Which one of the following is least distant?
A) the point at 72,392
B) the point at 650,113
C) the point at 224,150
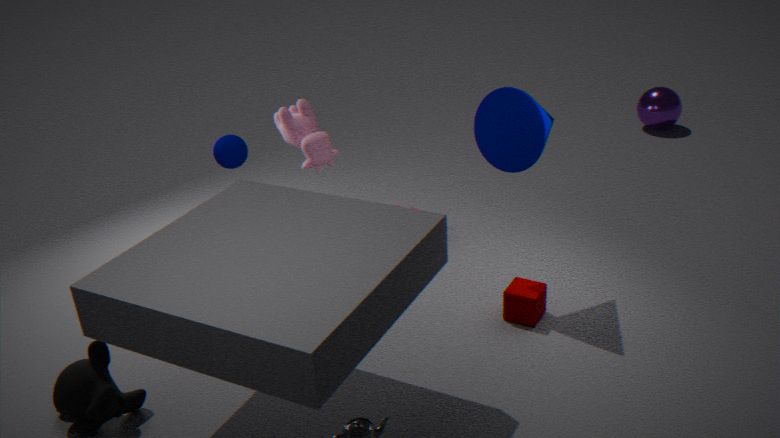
the point at 72,392
